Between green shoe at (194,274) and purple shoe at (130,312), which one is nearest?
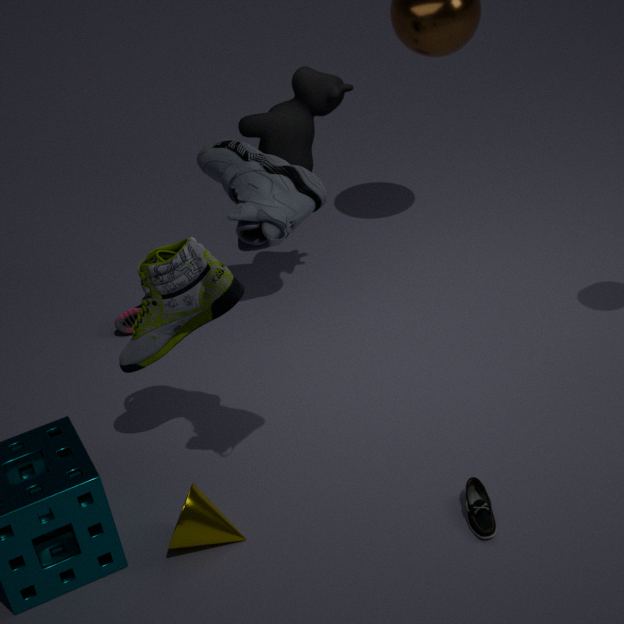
green shoe at (194,274)
